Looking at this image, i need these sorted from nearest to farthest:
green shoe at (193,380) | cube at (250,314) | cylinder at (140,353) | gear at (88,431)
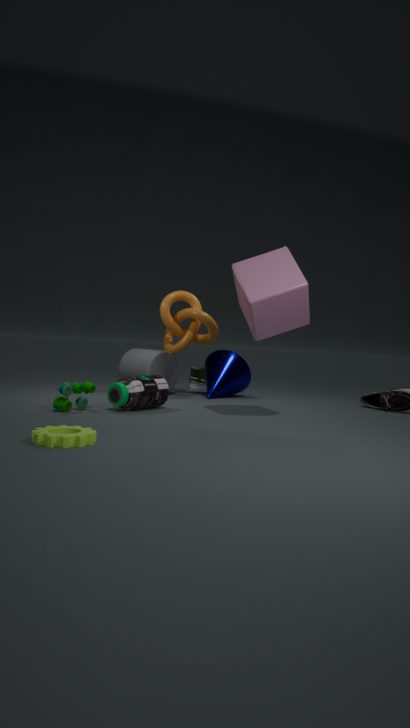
gear at (88,431), cube at (250,314), cylinder at (140,353), green shoe at (193,380)
